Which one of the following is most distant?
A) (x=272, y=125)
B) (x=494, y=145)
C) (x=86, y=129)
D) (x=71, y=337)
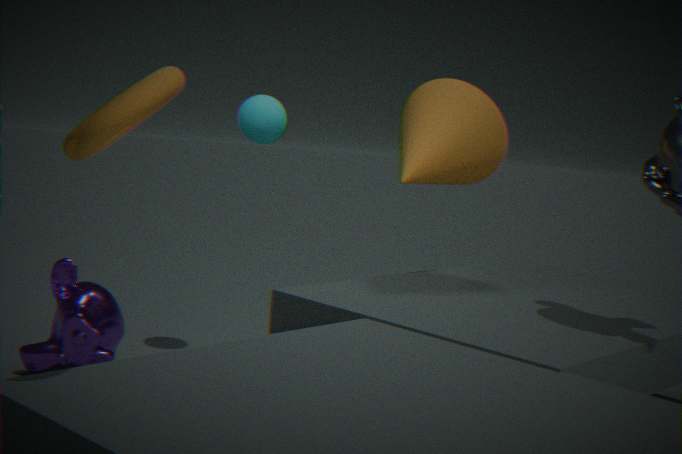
(x=494, y=145)
